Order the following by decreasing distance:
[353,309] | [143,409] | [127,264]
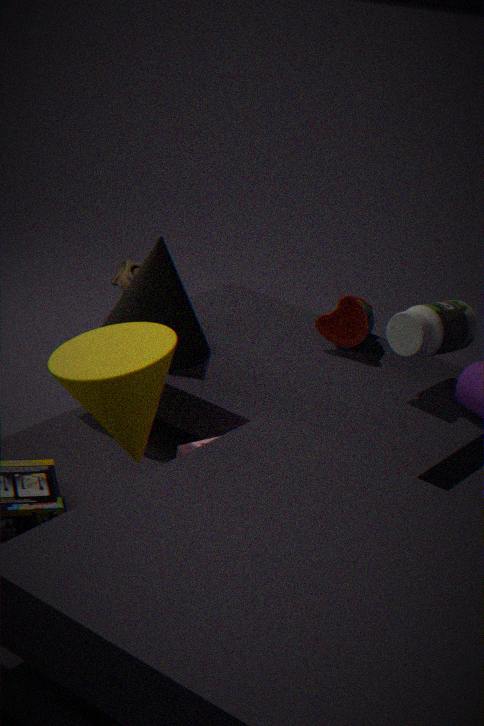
[127,264] → [353,309] → [143,409]
